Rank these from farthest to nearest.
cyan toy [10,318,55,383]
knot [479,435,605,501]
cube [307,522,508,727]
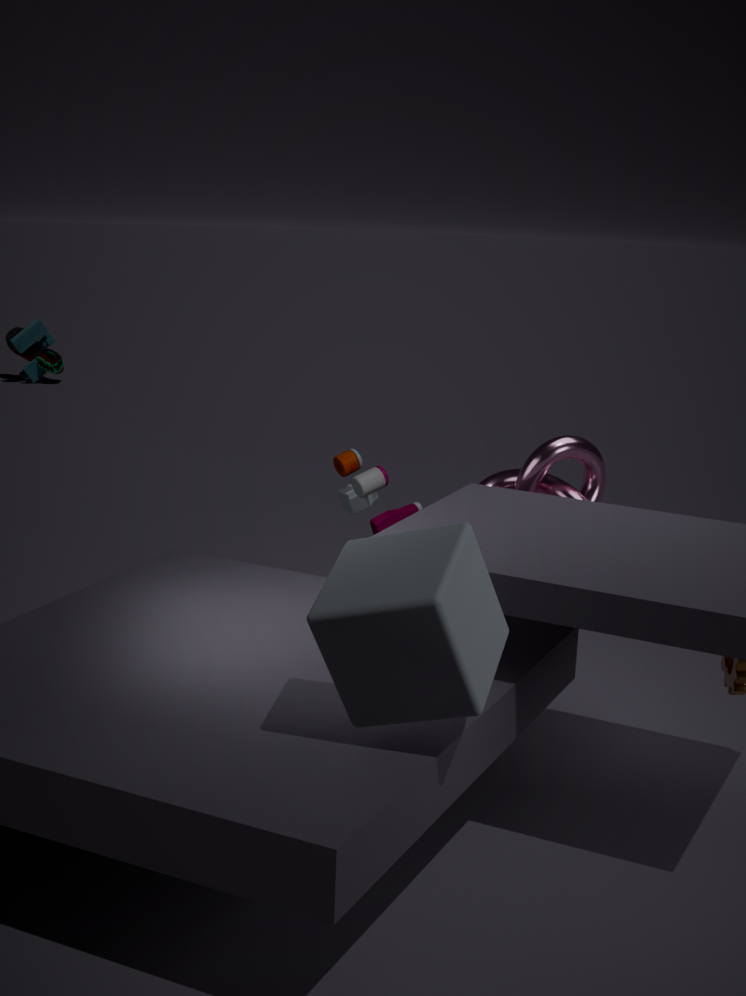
cyan toy [10,318,55,383] → knot [479,435,605,501] → cube [307,522,508,727]
